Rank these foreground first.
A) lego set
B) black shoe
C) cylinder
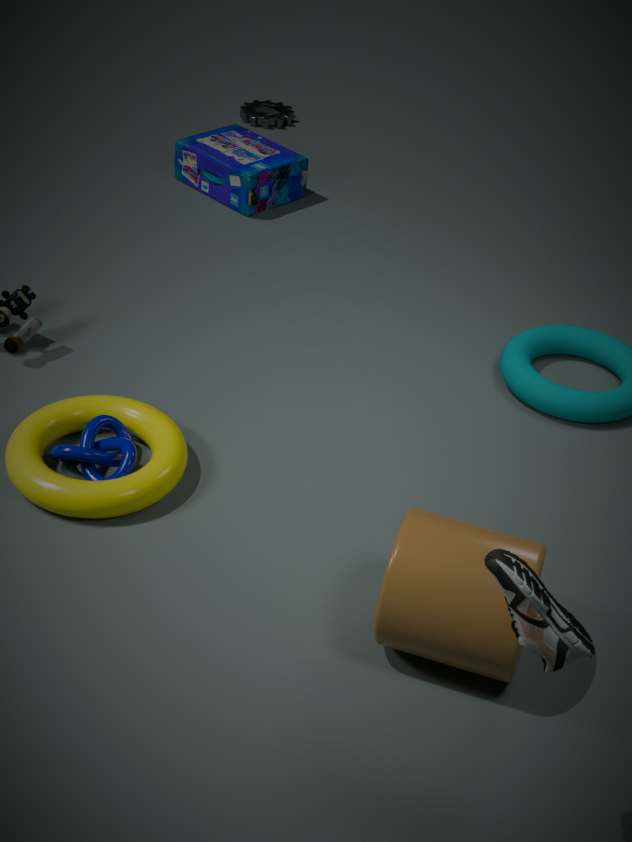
black shoe, cylinder, lego set
